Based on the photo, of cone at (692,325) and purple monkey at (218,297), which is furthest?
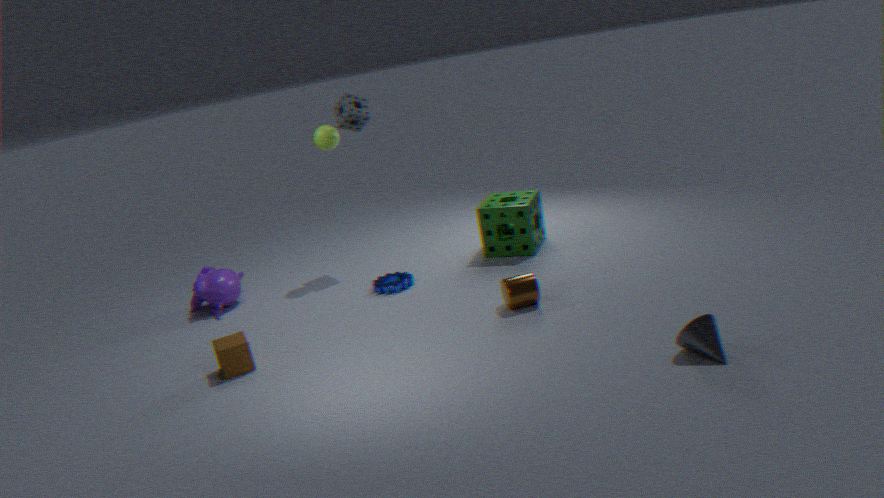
purple monkey at (218,297)
